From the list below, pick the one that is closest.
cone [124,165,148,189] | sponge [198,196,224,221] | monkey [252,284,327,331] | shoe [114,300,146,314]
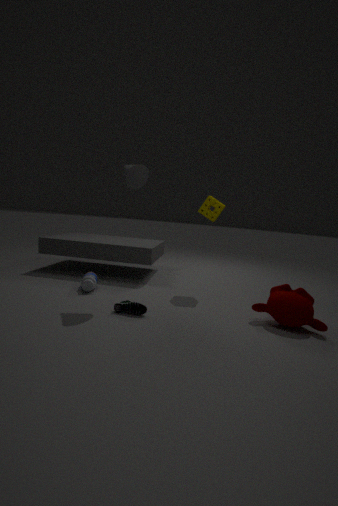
monkey [252,284,327,331]
